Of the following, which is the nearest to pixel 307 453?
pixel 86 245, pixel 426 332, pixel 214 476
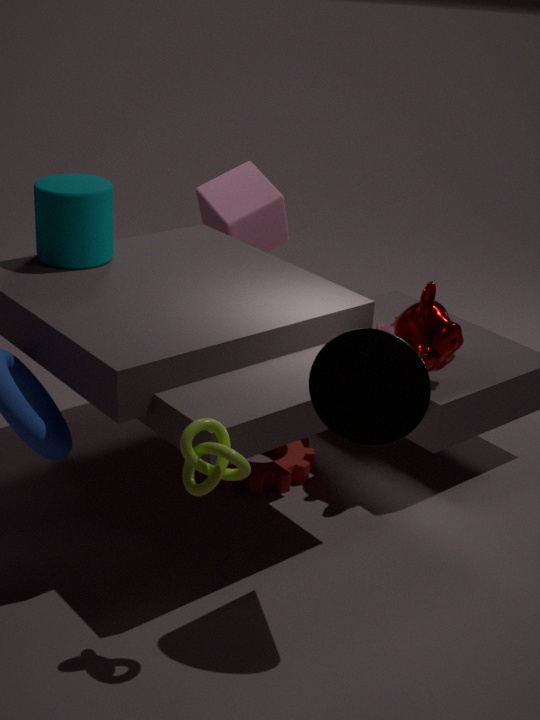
pixel 426 332
